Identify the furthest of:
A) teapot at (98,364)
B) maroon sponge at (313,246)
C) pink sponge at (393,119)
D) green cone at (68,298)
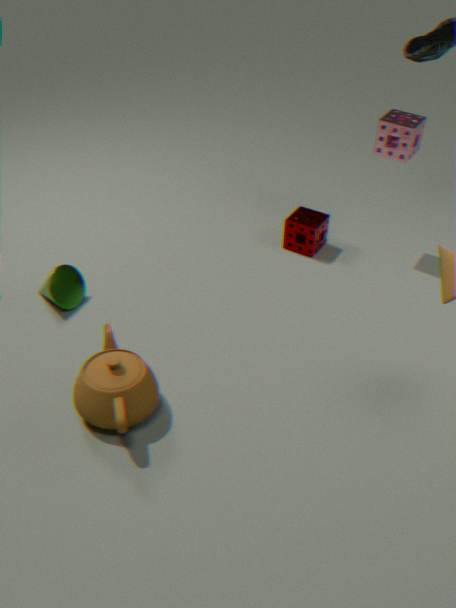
maroon sponge at (313,246)
